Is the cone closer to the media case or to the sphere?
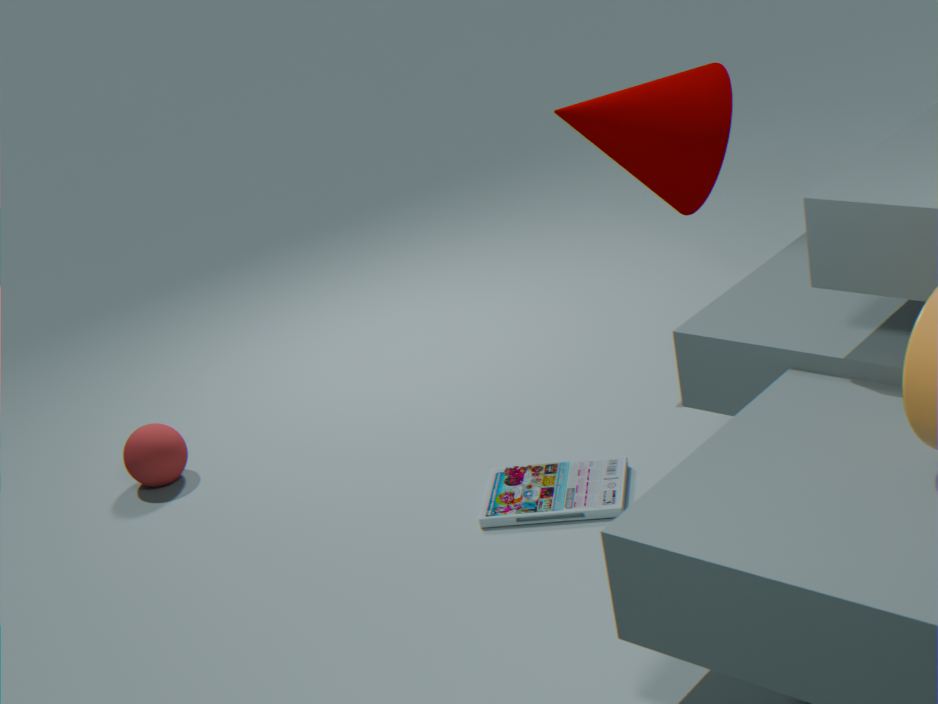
the media case
